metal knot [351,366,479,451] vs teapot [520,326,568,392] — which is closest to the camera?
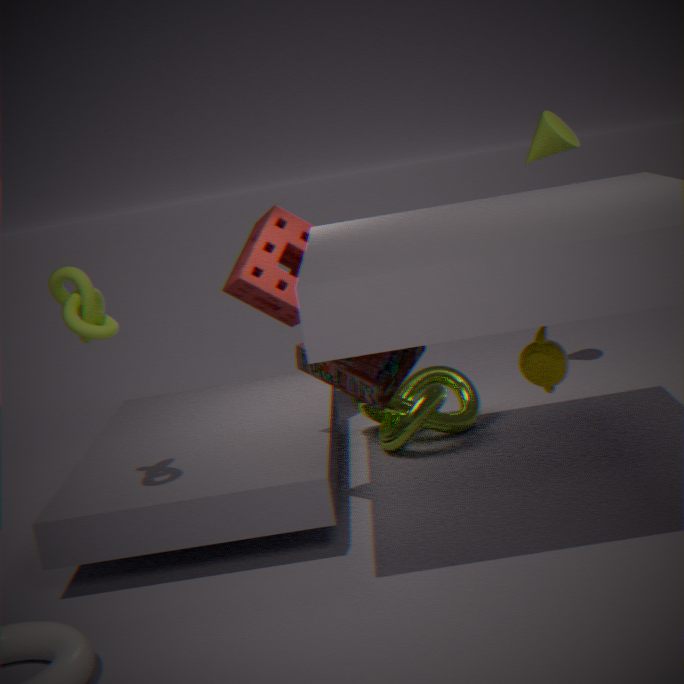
teapot [520,326,568,392]
